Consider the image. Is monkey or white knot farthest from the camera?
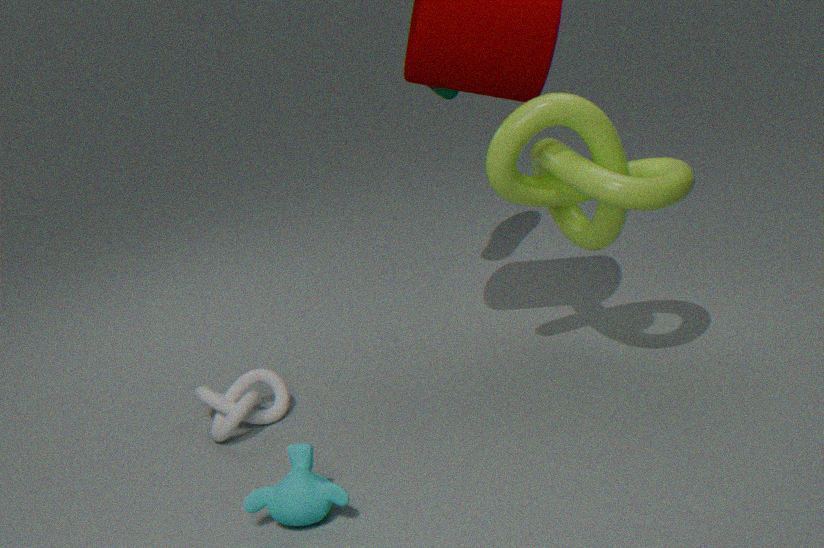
white knot
